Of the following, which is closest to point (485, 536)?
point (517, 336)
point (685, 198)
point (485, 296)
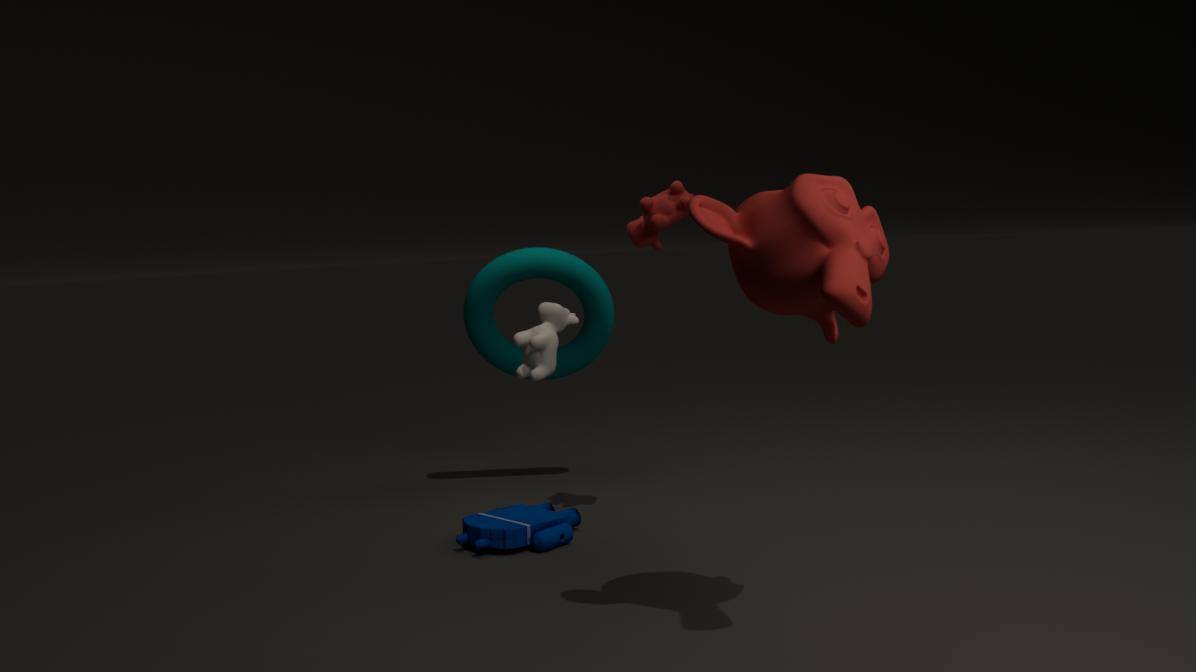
point (517, 336)
